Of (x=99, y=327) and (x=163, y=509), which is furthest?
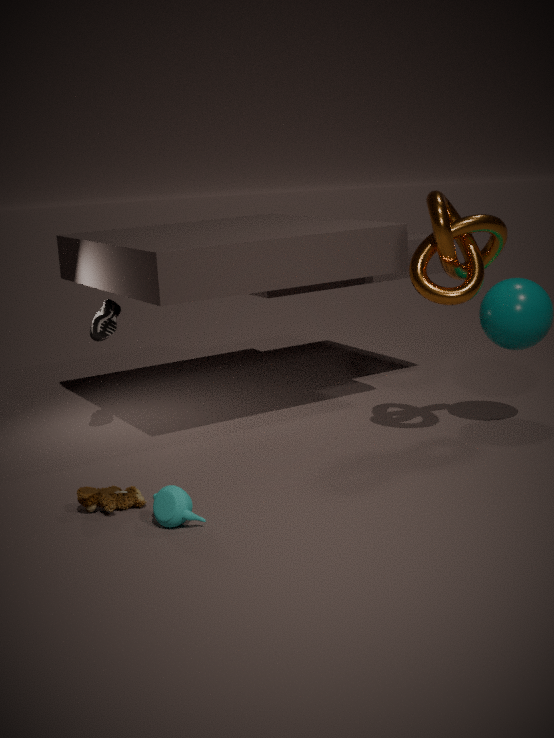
(x=99, y=327)
